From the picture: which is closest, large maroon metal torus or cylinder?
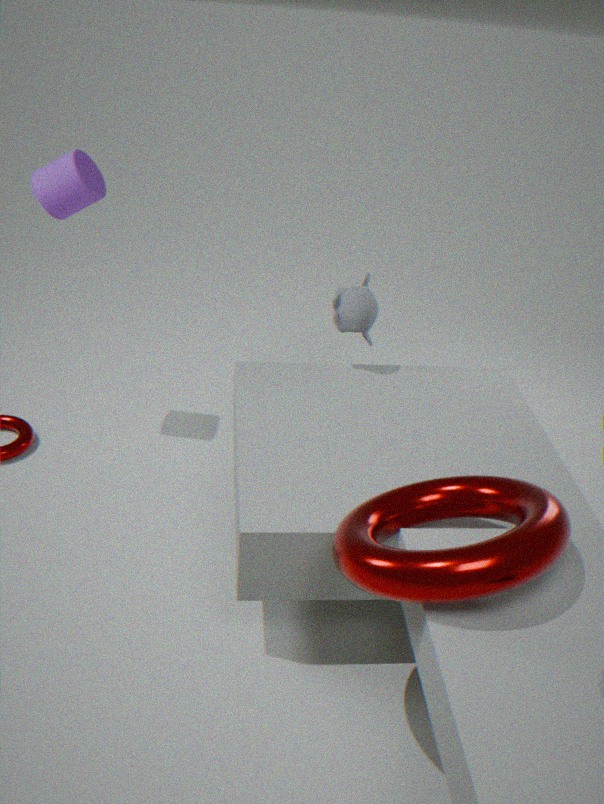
large maroon metal torus
